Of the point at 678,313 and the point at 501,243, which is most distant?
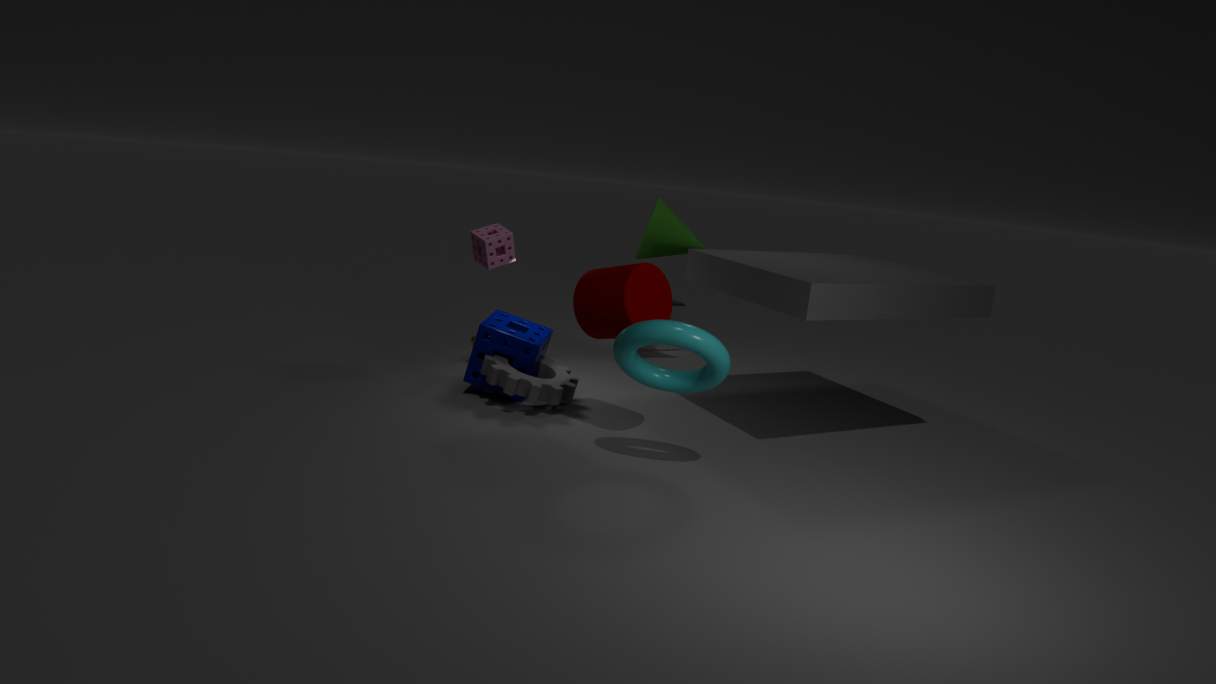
the point at 678,313
